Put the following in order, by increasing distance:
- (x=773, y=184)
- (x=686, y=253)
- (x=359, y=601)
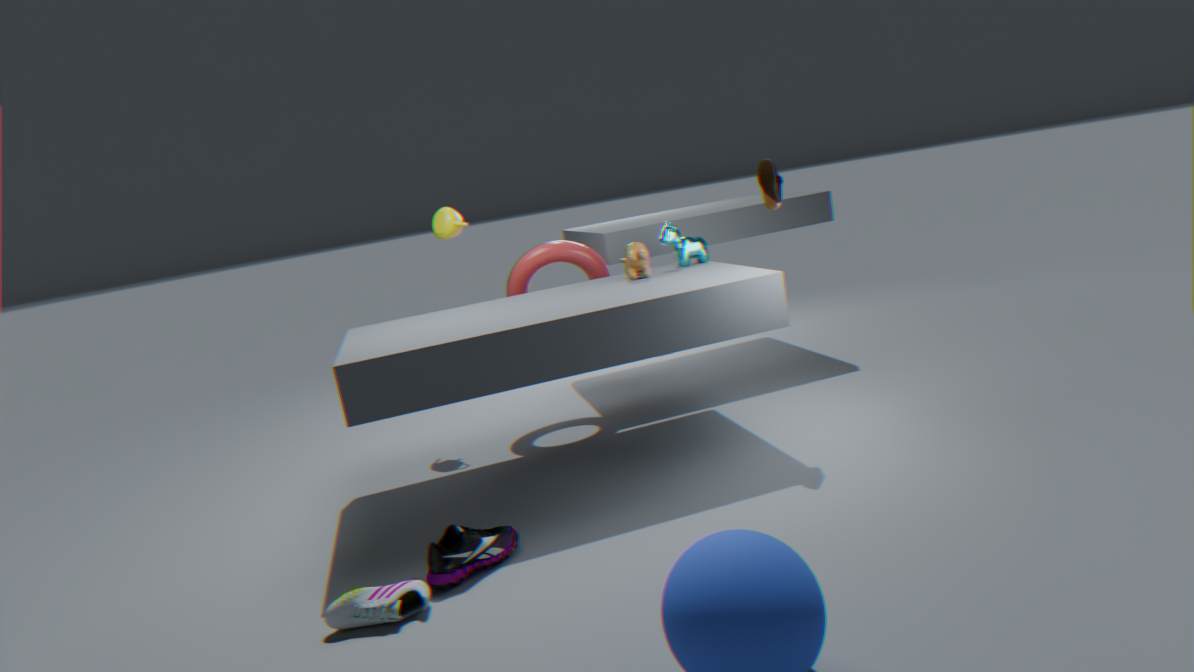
(x=359, y=601) → (x=773, y=184) → (x=686, y=253)
